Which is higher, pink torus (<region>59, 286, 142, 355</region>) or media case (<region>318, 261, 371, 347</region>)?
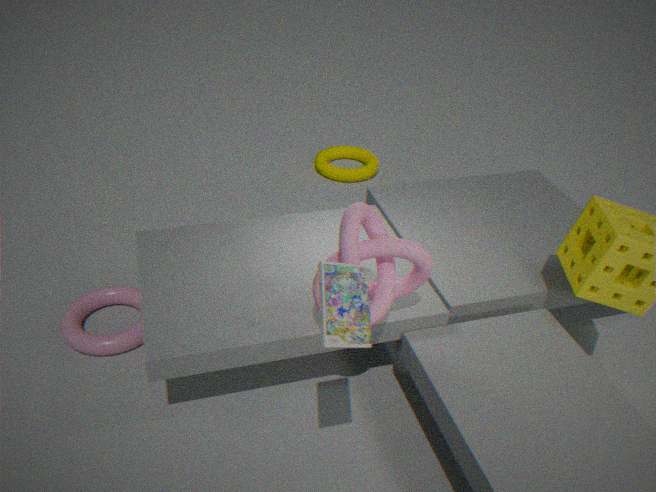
media case (<region>318, 261, 371, 347</region>)
